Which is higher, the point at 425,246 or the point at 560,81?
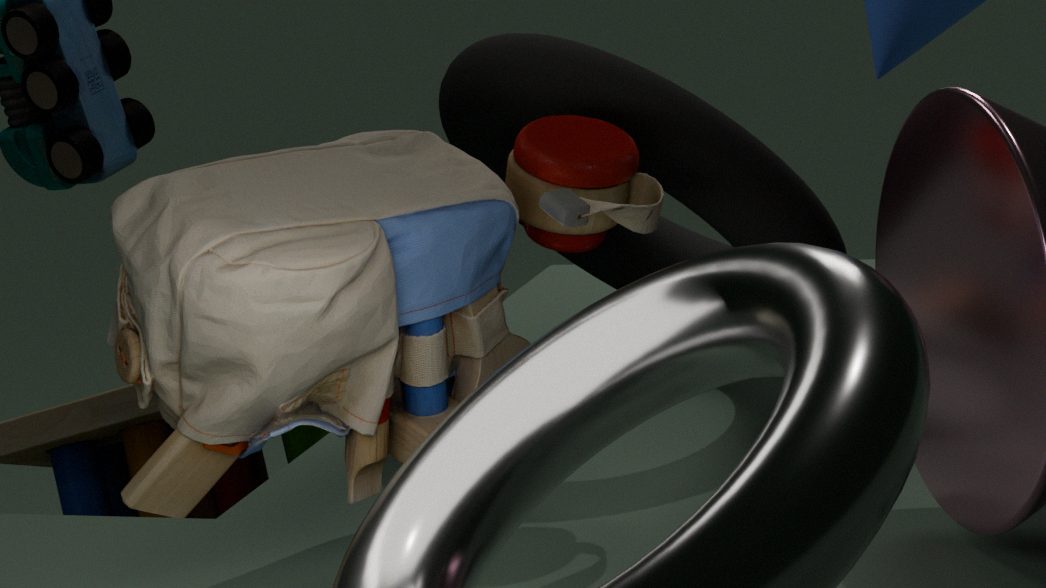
the point at 425,246
